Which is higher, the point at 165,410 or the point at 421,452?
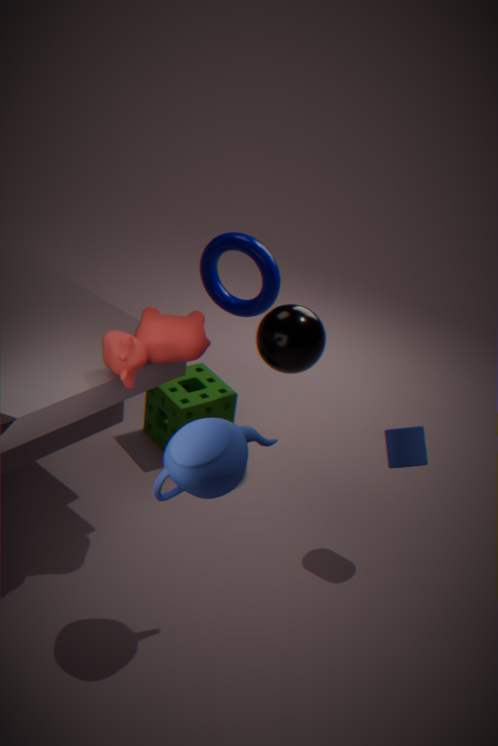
the point at 421,452
